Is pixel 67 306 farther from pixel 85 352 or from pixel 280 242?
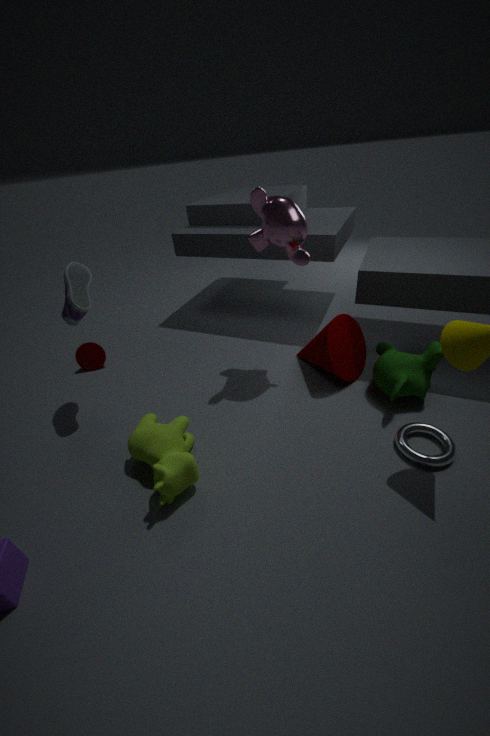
pixel 280 242
